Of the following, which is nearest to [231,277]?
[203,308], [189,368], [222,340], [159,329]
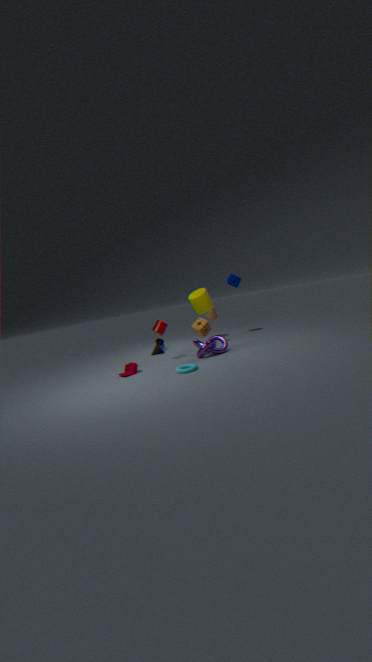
[203,308]
